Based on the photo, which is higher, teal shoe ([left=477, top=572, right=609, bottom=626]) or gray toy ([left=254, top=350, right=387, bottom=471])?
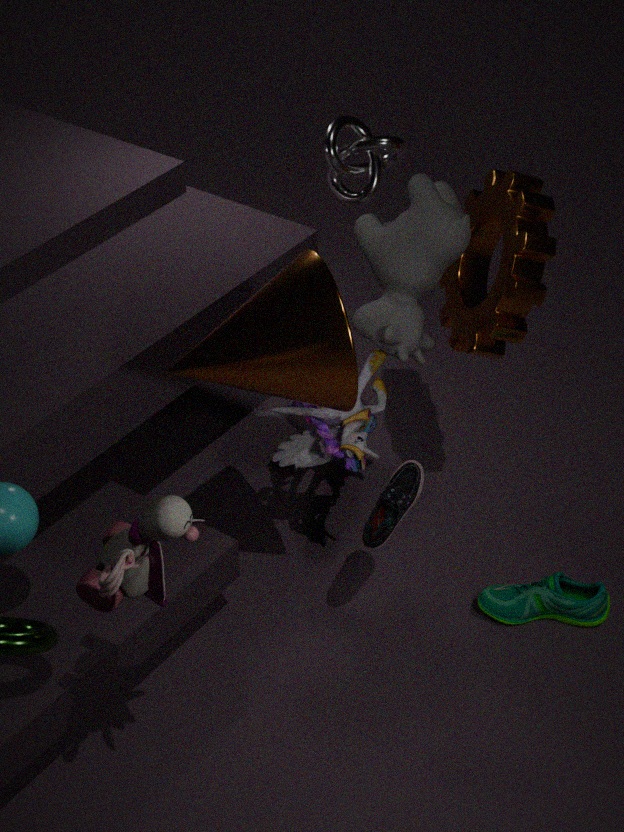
gray toy ([left=254, top=350, right=387, bottom=471])
